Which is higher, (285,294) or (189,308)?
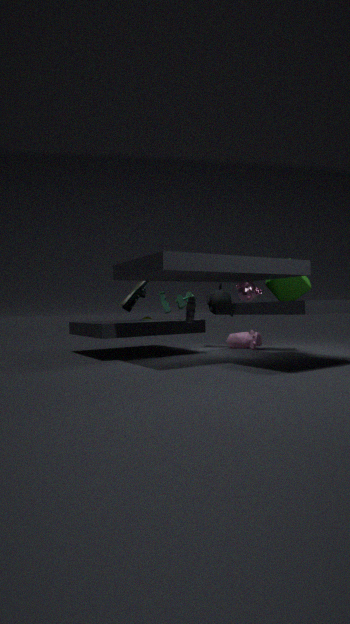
(285,294)
